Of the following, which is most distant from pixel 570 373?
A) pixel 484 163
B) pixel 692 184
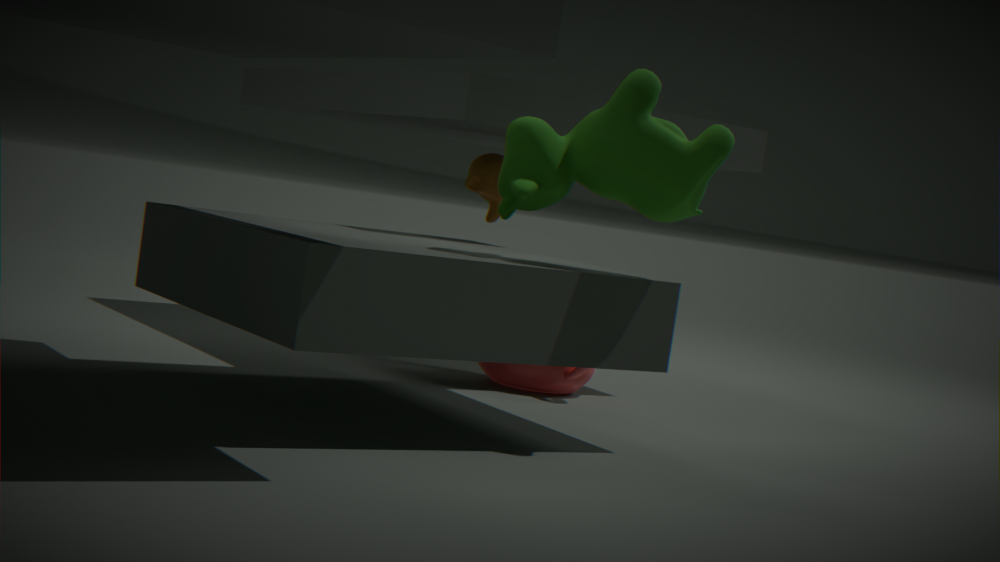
pixel 692 184
